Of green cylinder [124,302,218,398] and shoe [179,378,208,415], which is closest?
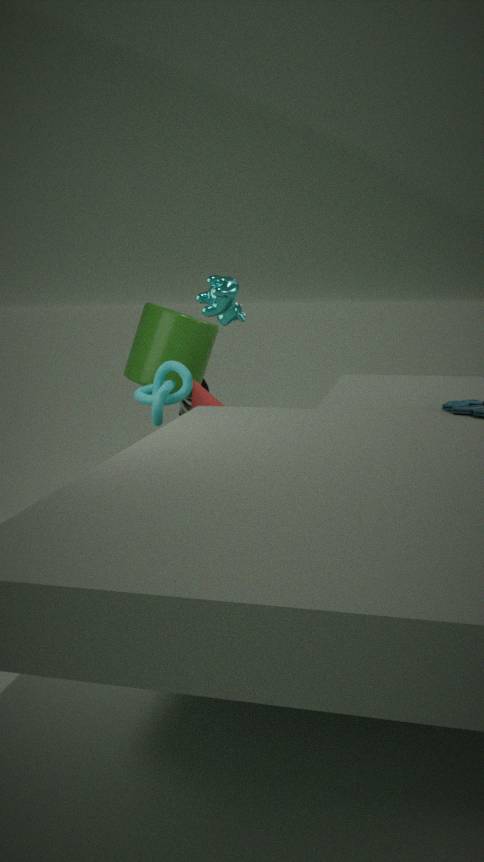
green cylinder [124,302,218,398]
